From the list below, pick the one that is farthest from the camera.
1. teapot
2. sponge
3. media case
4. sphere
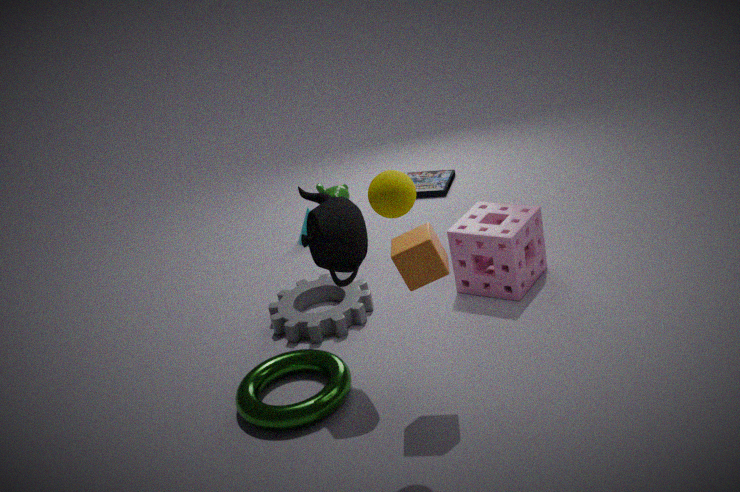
media case
